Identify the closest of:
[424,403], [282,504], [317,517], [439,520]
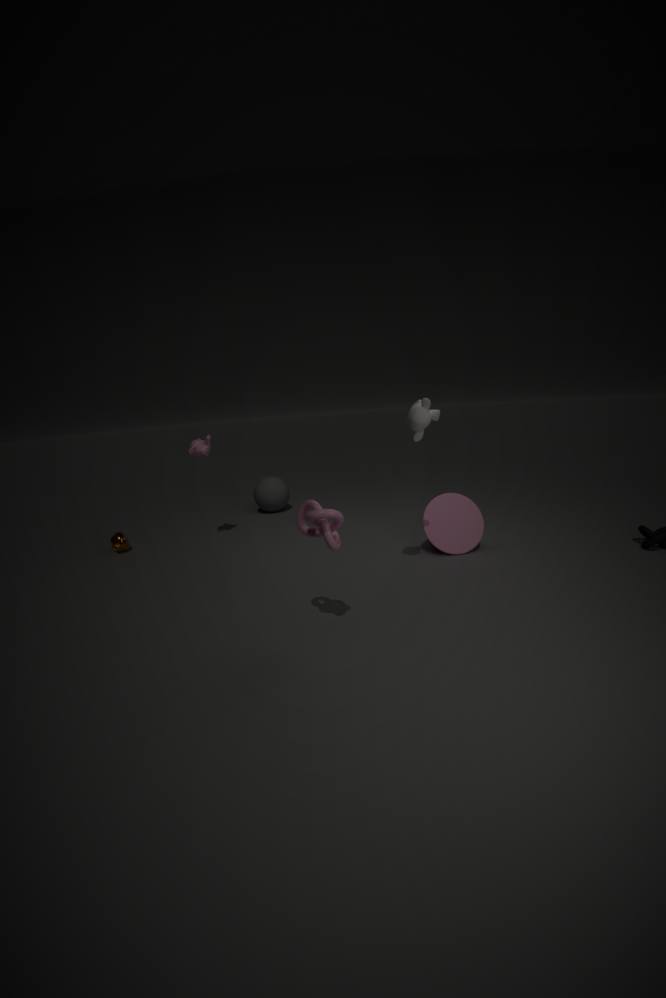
[317,517]
